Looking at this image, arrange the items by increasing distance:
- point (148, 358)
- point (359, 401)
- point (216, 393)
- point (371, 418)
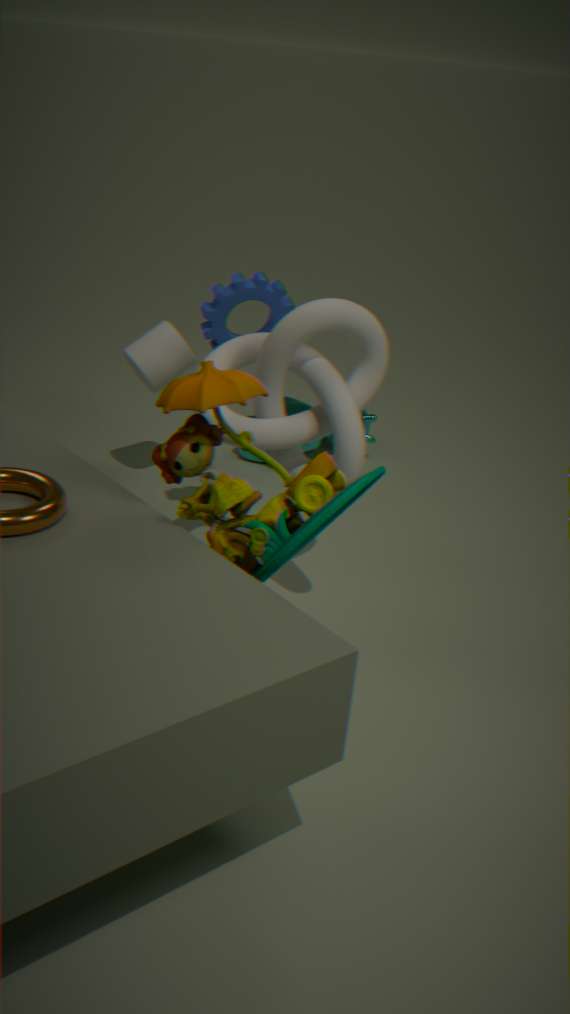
point (216, 393) → point (359, 401) → point (148, 358) → point (371, 418)
